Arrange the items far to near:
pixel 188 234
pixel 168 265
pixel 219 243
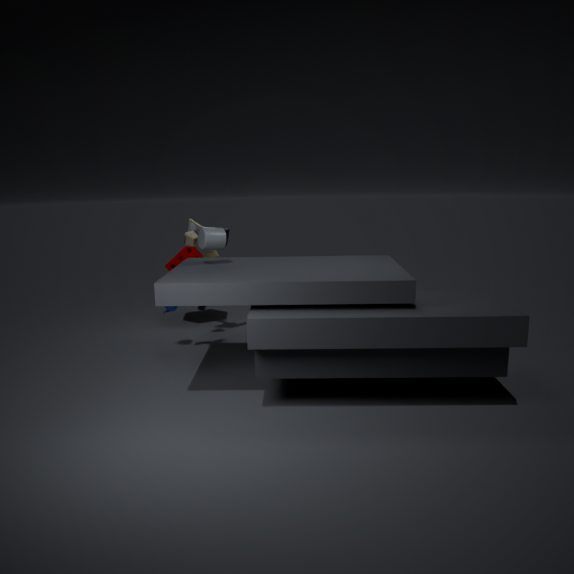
pixel 168 265 → pixel 188 234 → pixel 219 243
